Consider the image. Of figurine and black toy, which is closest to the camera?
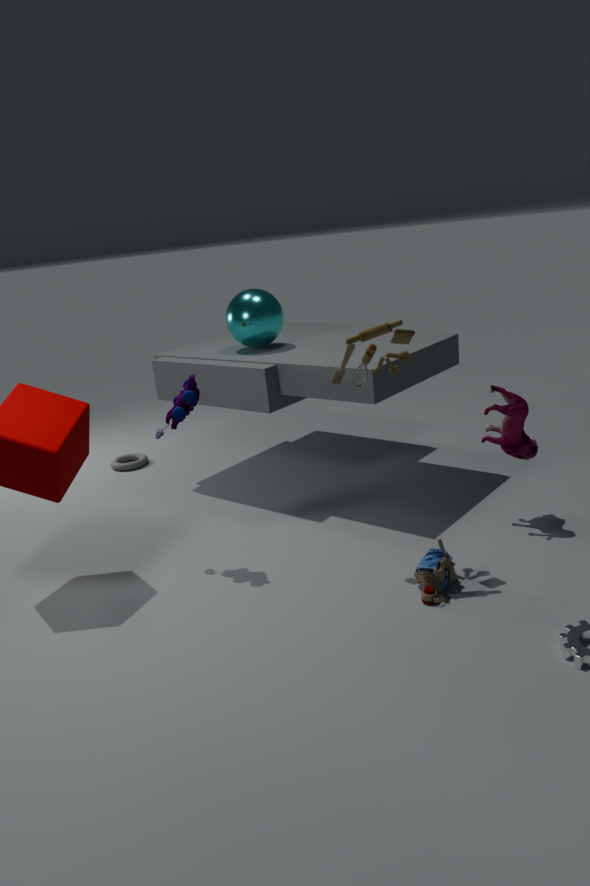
black toy
